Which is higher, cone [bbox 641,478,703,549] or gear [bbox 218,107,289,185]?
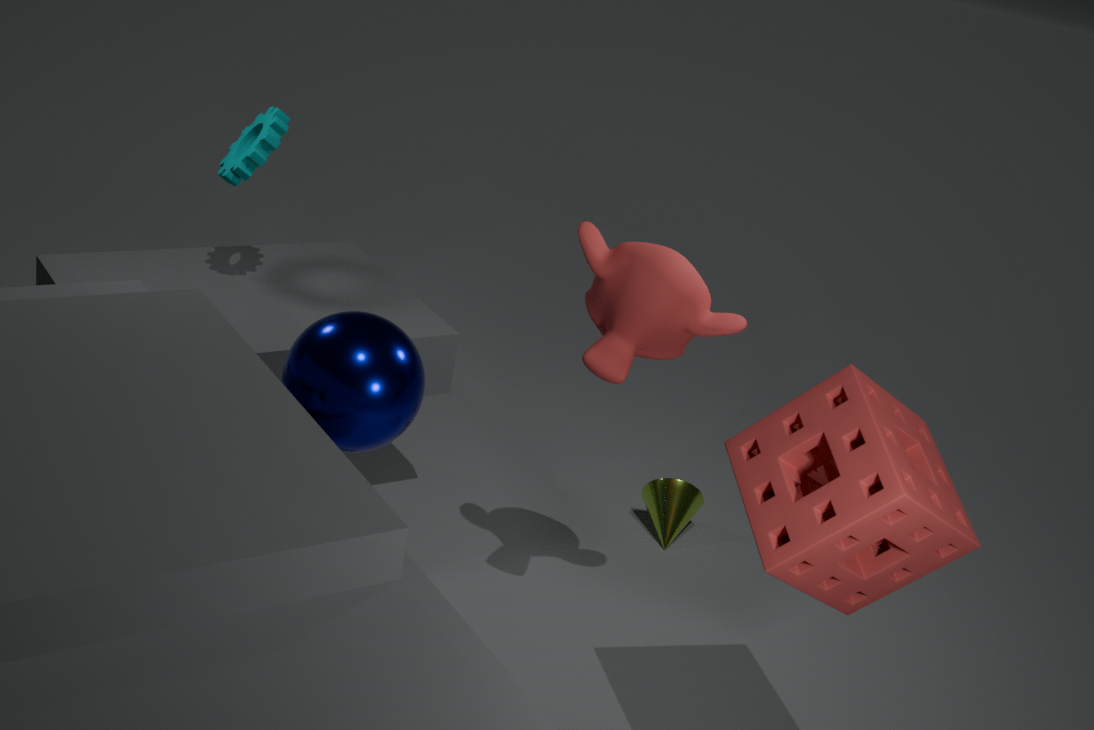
gear [bbox 218,107,289,185]
